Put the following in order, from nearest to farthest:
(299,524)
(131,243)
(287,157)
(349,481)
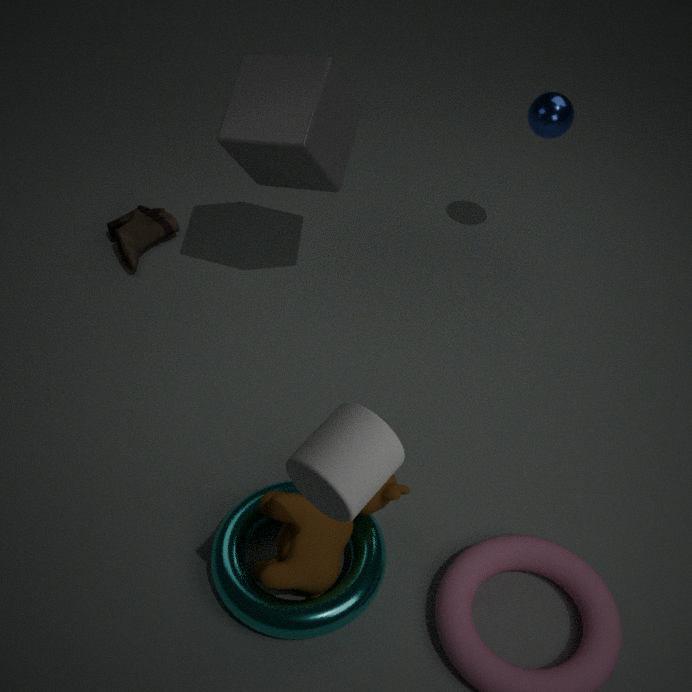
1. (349,481)
2. (299,524)
3. (287,157)
4. (131,243)
